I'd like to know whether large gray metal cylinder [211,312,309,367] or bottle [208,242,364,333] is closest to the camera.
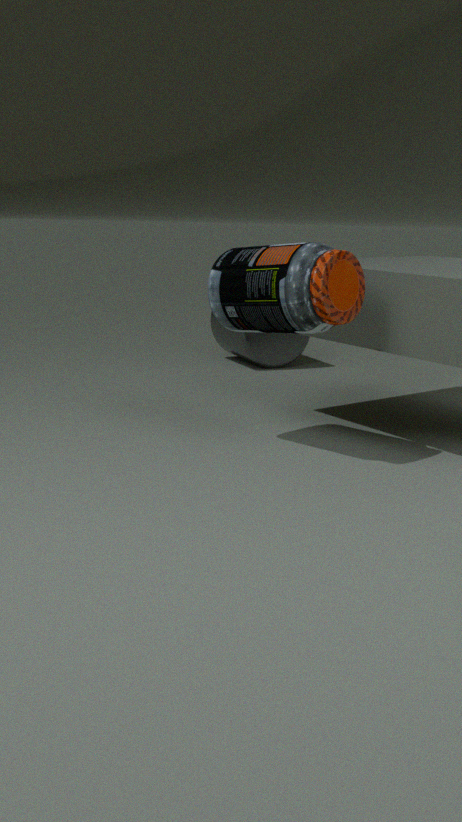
bottle [208,242,364,333]
